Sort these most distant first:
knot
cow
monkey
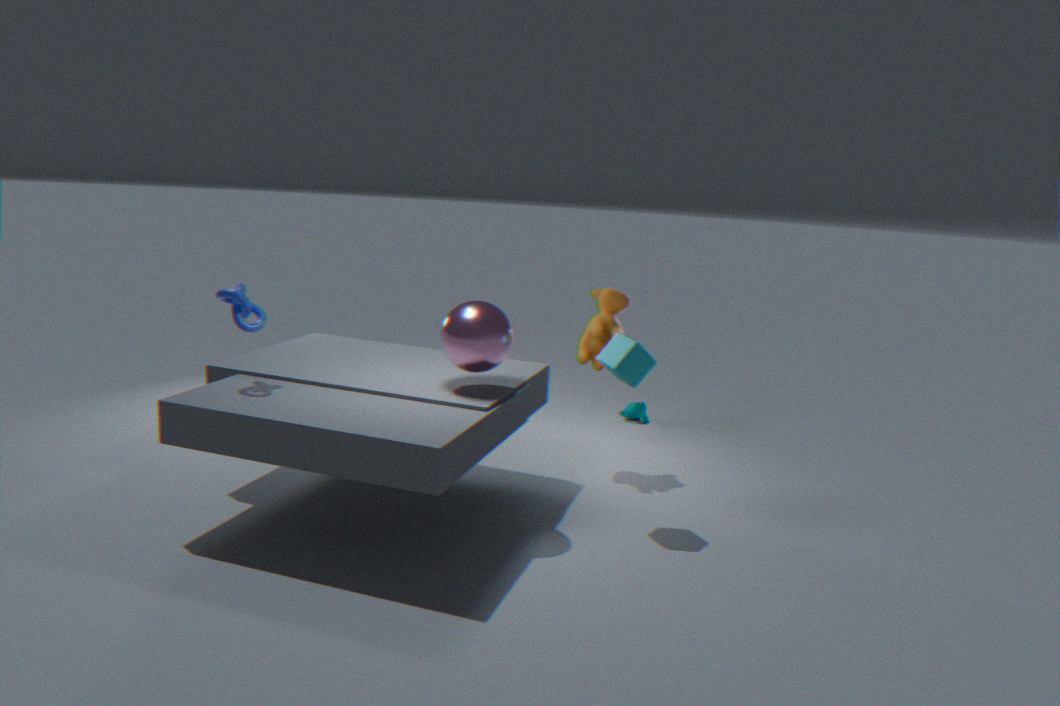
monkey → cow → knot
